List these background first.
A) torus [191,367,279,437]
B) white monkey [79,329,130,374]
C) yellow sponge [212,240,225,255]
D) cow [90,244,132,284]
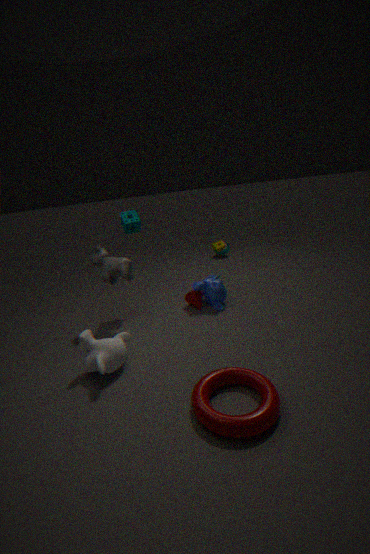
yellow sponge [212,240,225,255] < cow [90,244,132,284] < white monkey [79,329,130,374] < torus [191,367,279,437]
